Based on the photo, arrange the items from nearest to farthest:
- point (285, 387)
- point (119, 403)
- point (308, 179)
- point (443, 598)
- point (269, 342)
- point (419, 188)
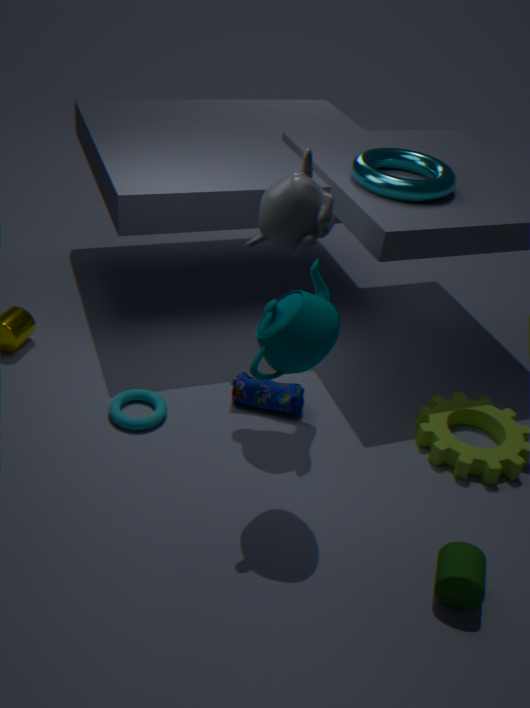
point (269, 342) < point (443, 598) < point (308, 179) < point (119, 403) < point (419, 188) < point (285, 387)
